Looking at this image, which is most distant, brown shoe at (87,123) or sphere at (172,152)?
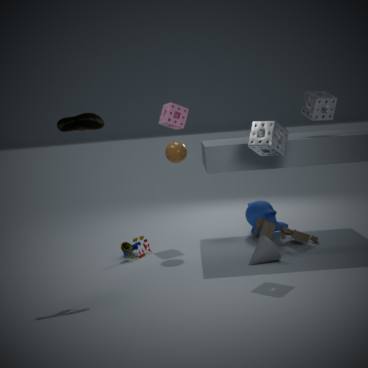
sphere at (172,152)
